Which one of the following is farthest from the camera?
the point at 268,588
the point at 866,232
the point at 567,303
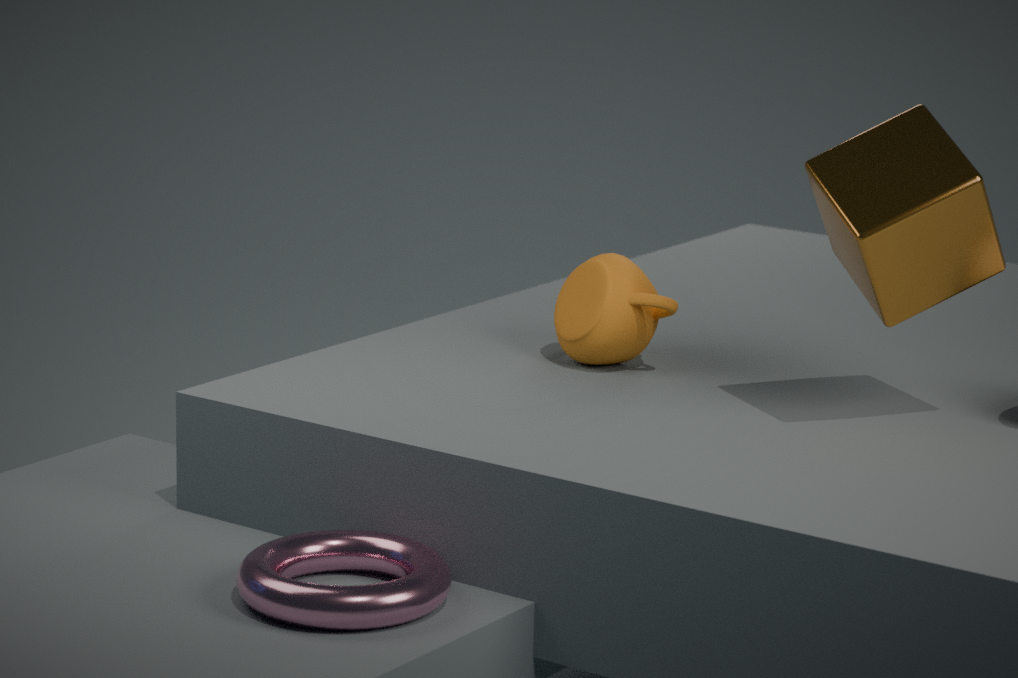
the point at 567,303
